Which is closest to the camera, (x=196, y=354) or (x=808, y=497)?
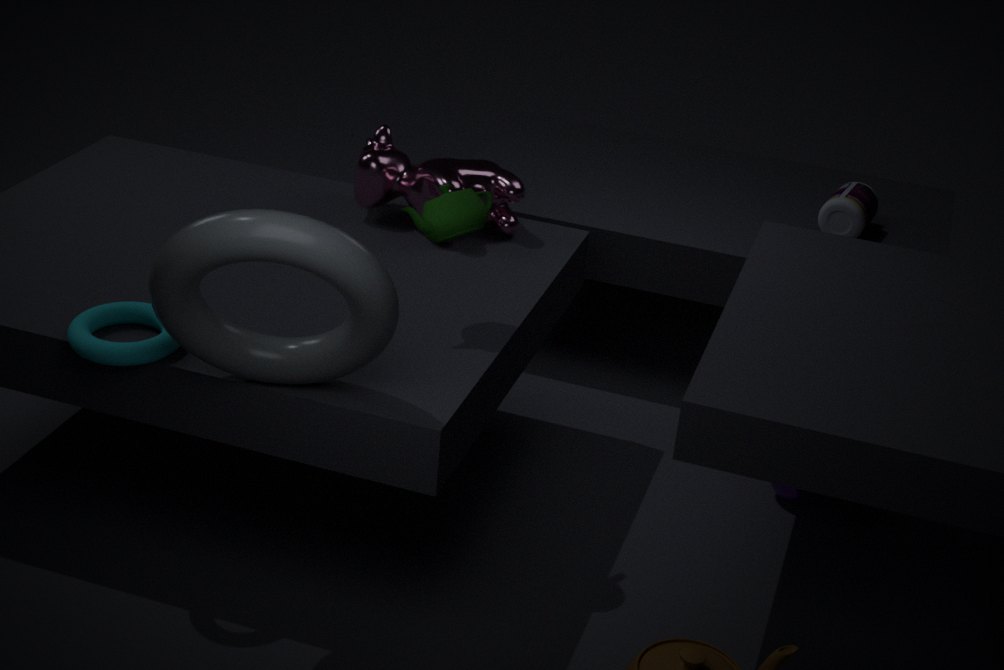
(x=196, y=354)
